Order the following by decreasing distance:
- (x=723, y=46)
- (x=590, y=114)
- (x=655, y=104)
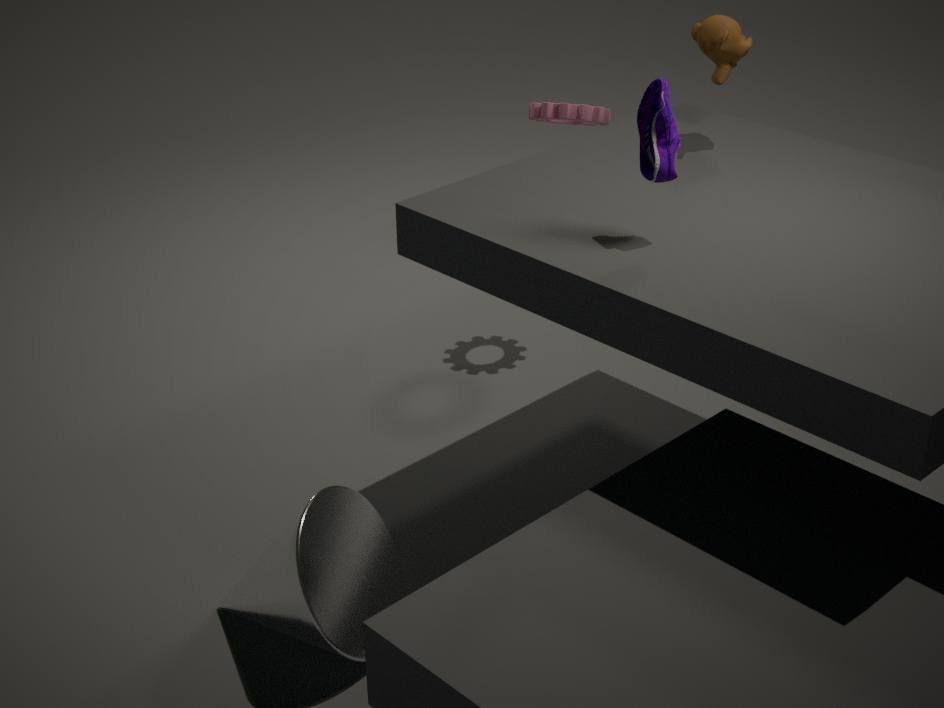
(x=590, y=114) → (x=723, y=46) → (x=655, y=104)
